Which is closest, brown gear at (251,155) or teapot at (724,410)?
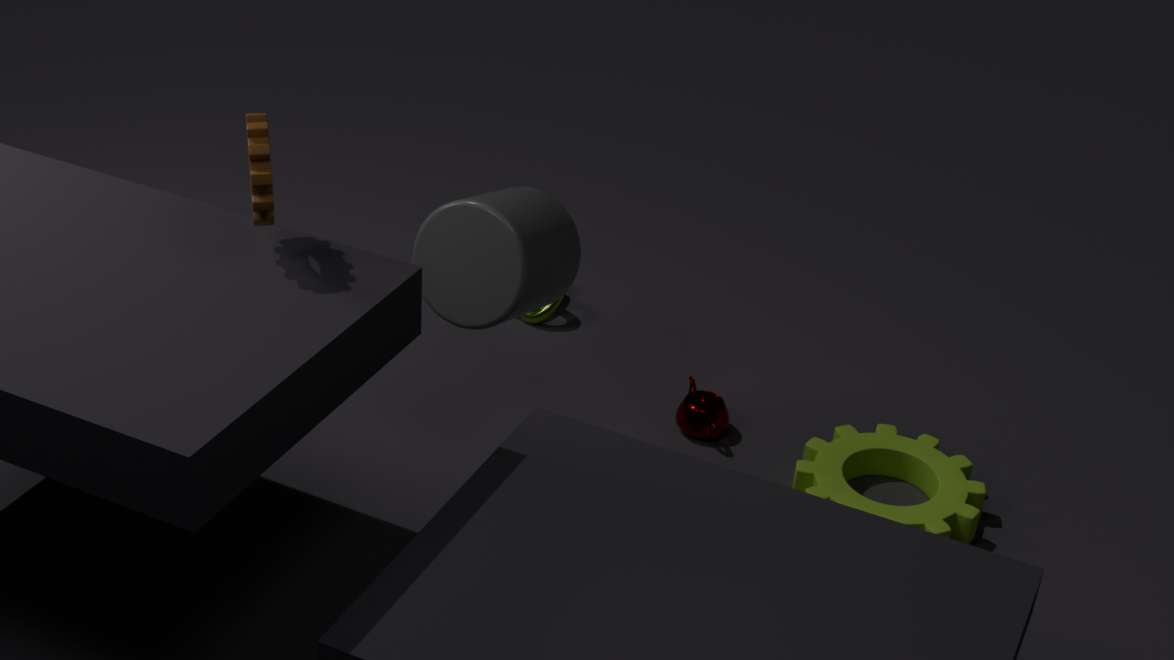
brown gear at (251,155)
